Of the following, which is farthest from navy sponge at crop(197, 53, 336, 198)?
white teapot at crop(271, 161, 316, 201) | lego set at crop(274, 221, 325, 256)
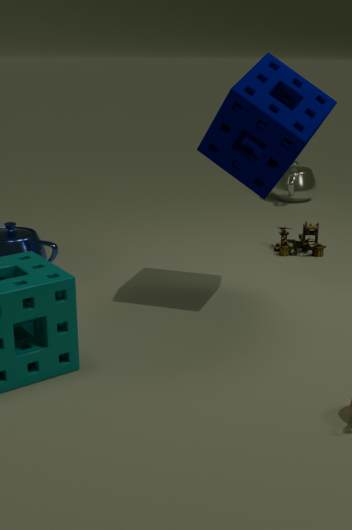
white teapot at crop(271, 161, 316, 201)
